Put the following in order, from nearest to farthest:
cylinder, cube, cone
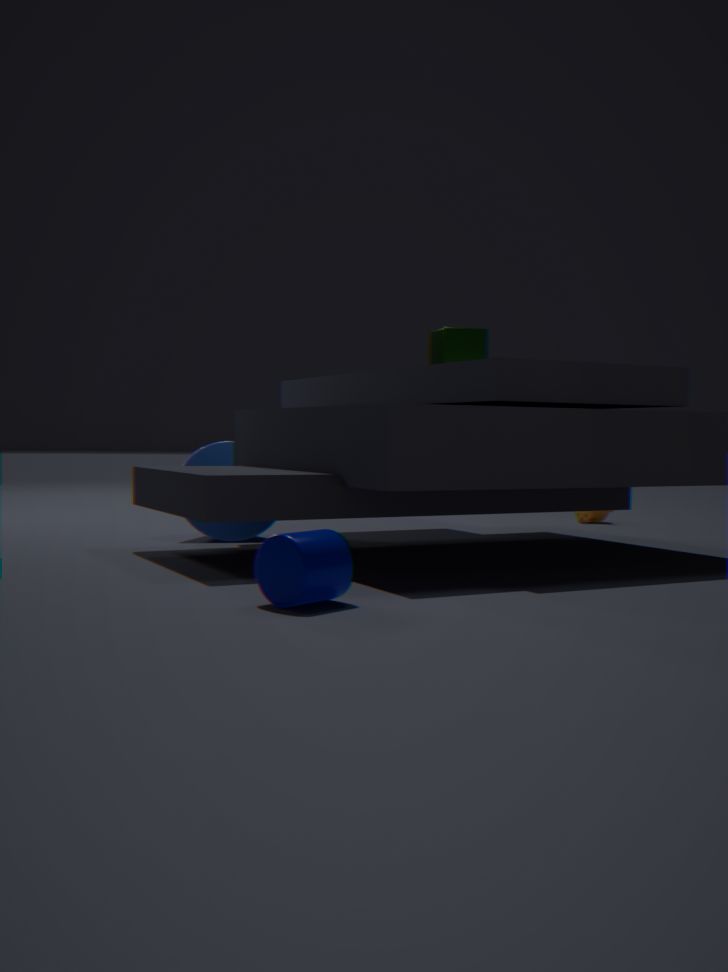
cylinder < cube < cone
